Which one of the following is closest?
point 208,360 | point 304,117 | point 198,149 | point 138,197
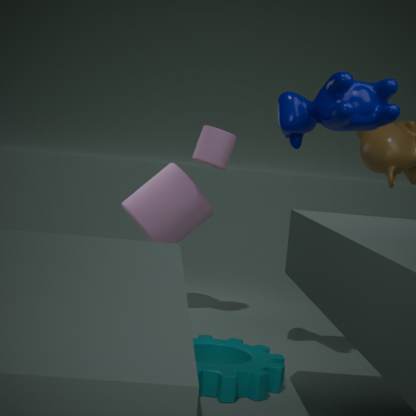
point 304,117
